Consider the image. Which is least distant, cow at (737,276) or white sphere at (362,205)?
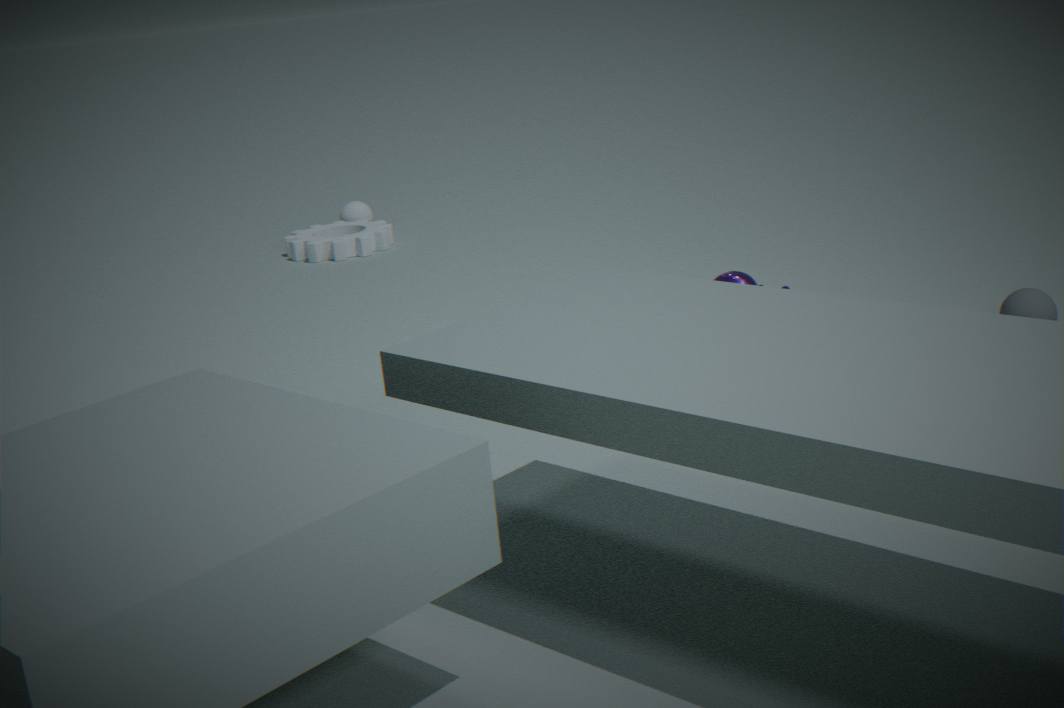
cow at (737,276)
